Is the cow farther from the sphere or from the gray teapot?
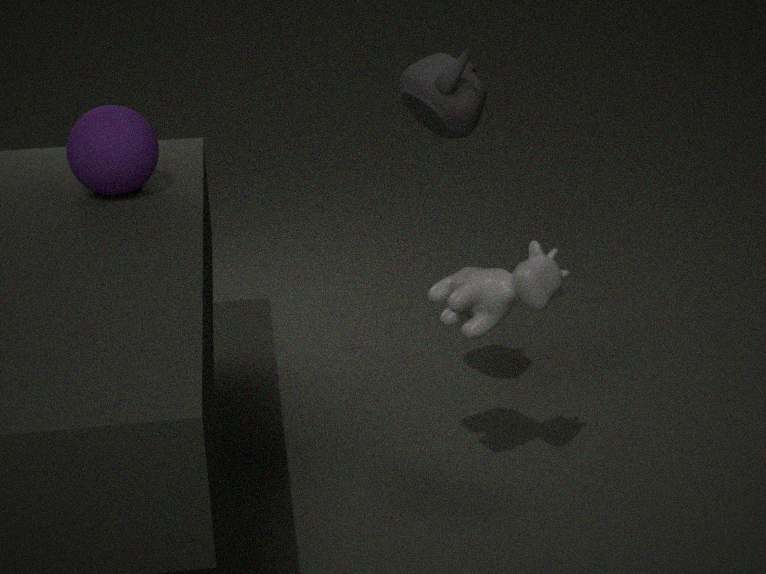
the sphere
